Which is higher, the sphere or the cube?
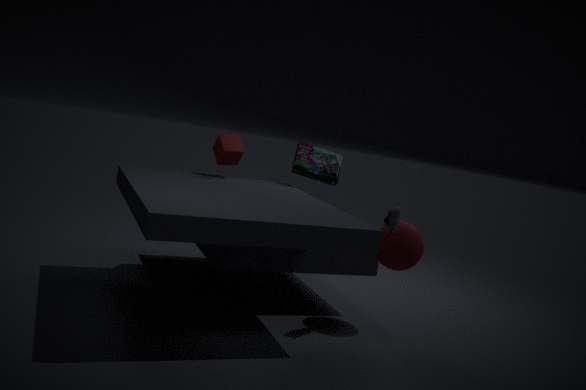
the cube
